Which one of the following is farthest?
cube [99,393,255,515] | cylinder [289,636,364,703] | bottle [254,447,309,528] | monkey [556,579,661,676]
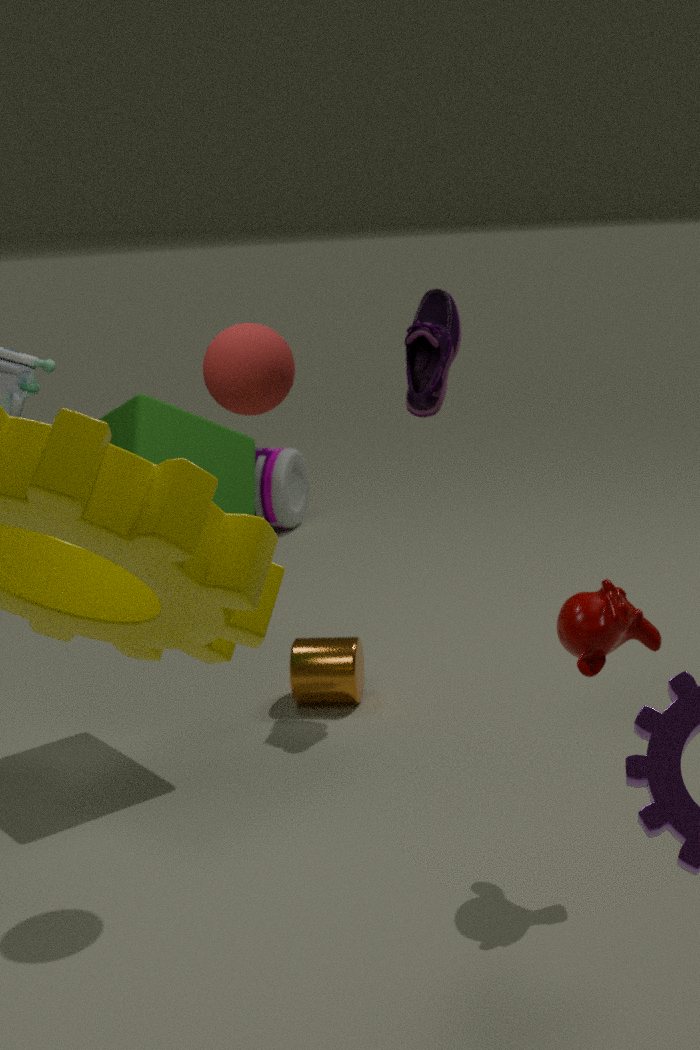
bottle [254,447,309,528]
